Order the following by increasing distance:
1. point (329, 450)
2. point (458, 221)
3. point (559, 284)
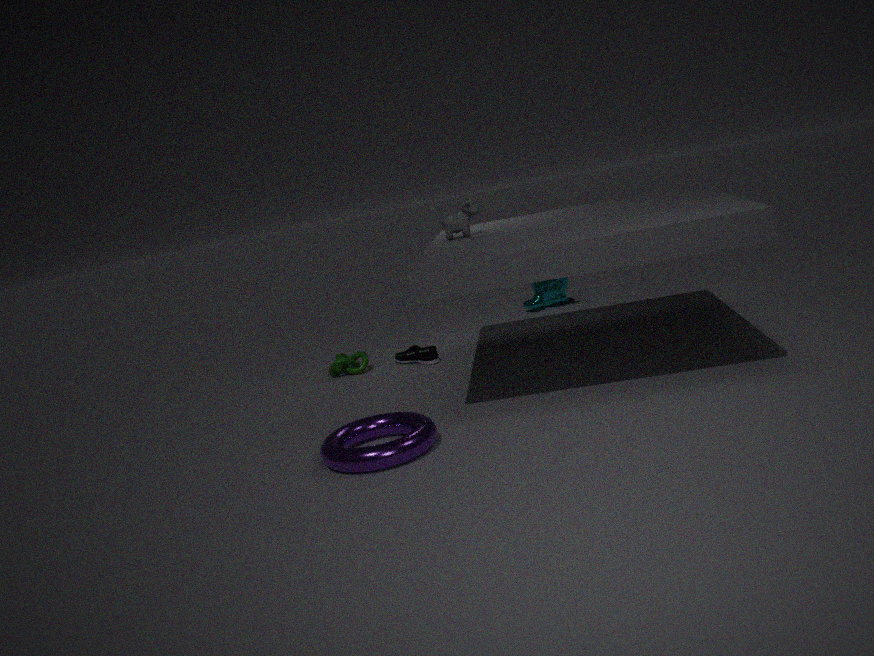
1. point (329, 450)
2. point (458, 221)
3. point (559, 284)
